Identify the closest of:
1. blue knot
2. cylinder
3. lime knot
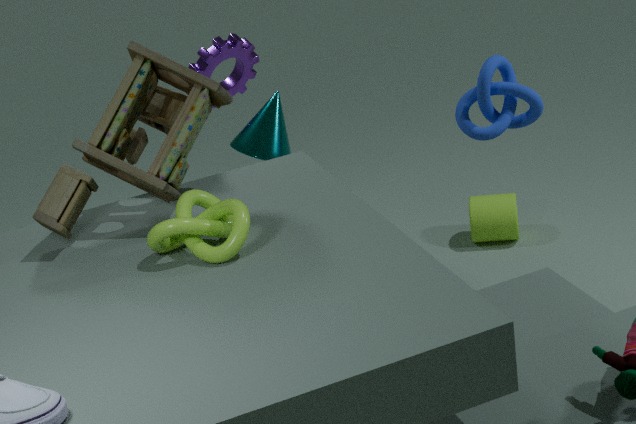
lime knot
